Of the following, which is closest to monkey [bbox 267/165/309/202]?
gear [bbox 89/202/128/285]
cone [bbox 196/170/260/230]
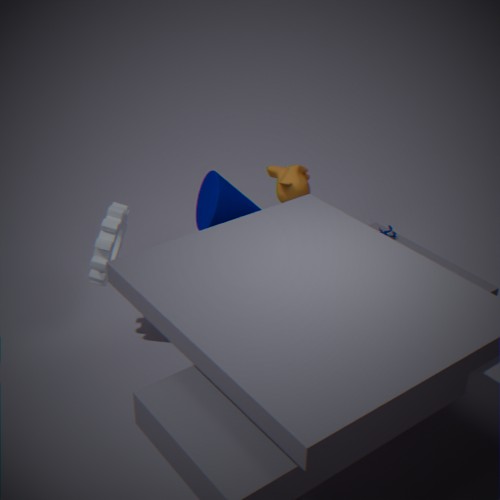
cone [bbox 196/170/260/230]
